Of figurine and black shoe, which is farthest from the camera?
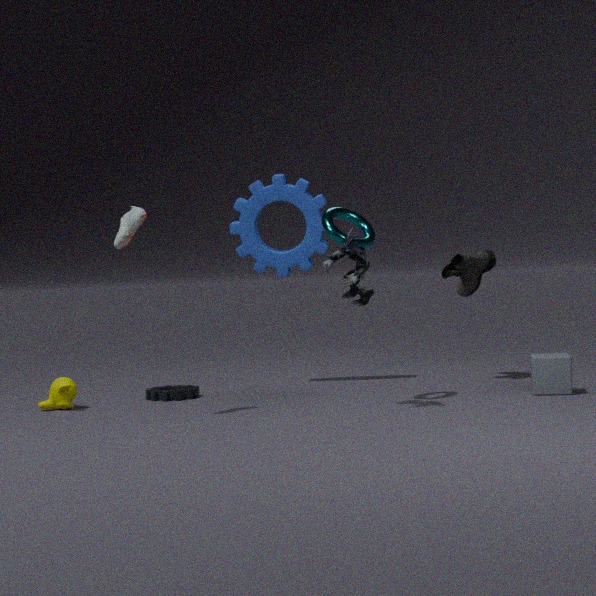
black shoe
